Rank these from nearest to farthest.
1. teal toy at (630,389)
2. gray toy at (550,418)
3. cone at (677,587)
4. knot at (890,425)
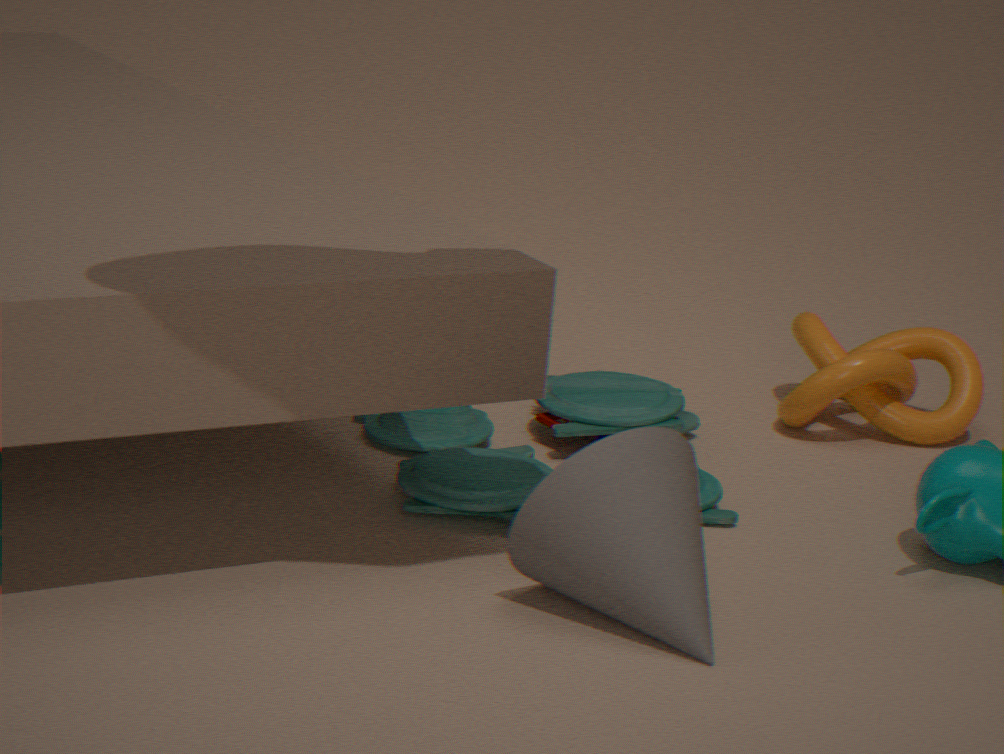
cone at (677,587) → teal toy at (630,389) → gray toy at (550,418) → knot at (890,425)
